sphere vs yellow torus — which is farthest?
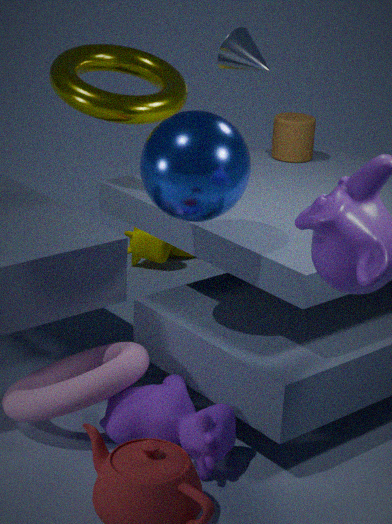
yellow torus
